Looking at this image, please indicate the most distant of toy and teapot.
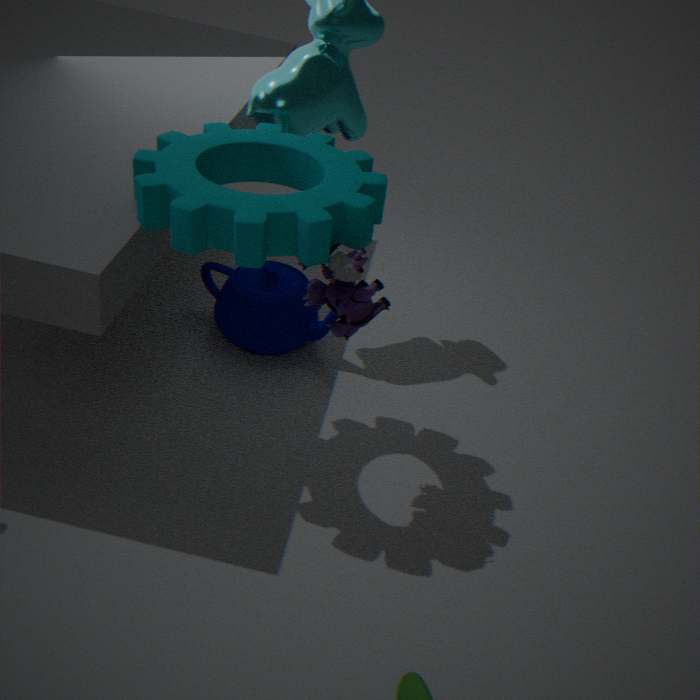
teapot
